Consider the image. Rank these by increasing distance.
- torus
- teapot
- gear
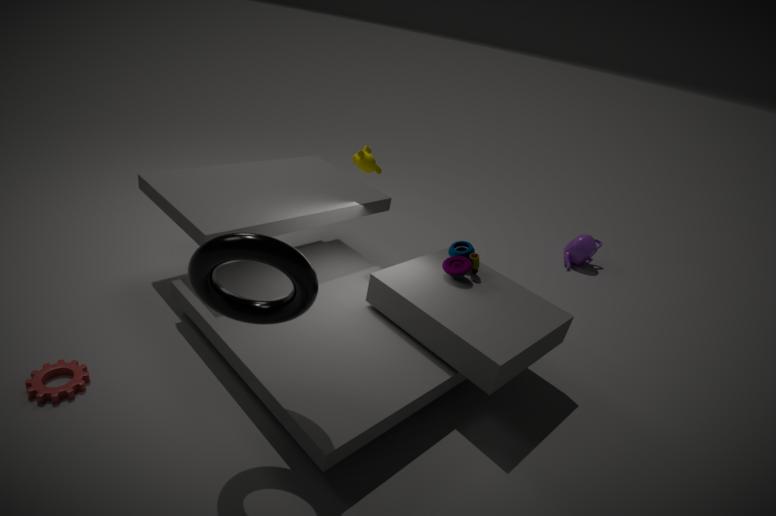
torus → gear → teapot
